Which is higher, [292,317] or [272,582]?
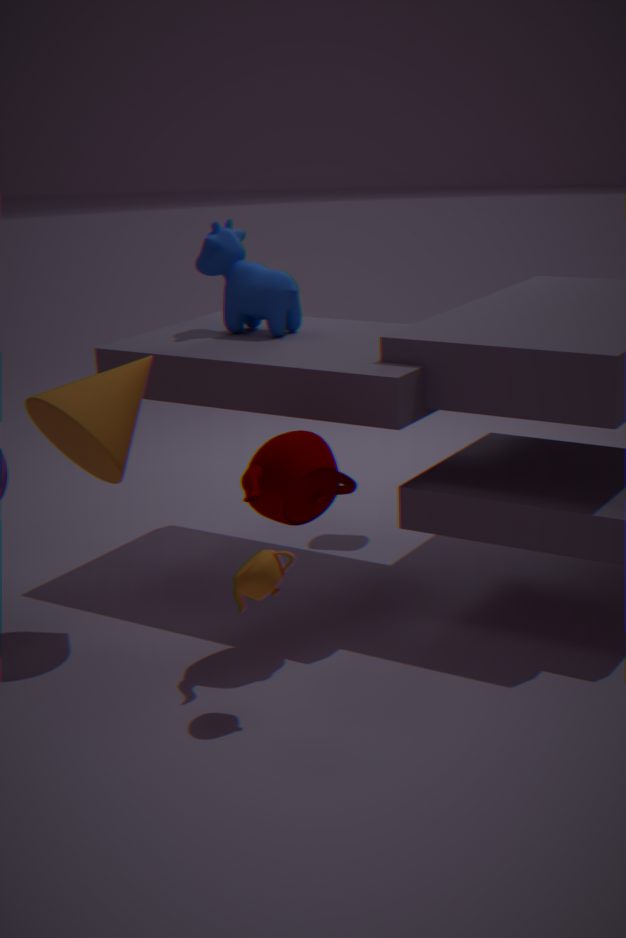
[292,317]
